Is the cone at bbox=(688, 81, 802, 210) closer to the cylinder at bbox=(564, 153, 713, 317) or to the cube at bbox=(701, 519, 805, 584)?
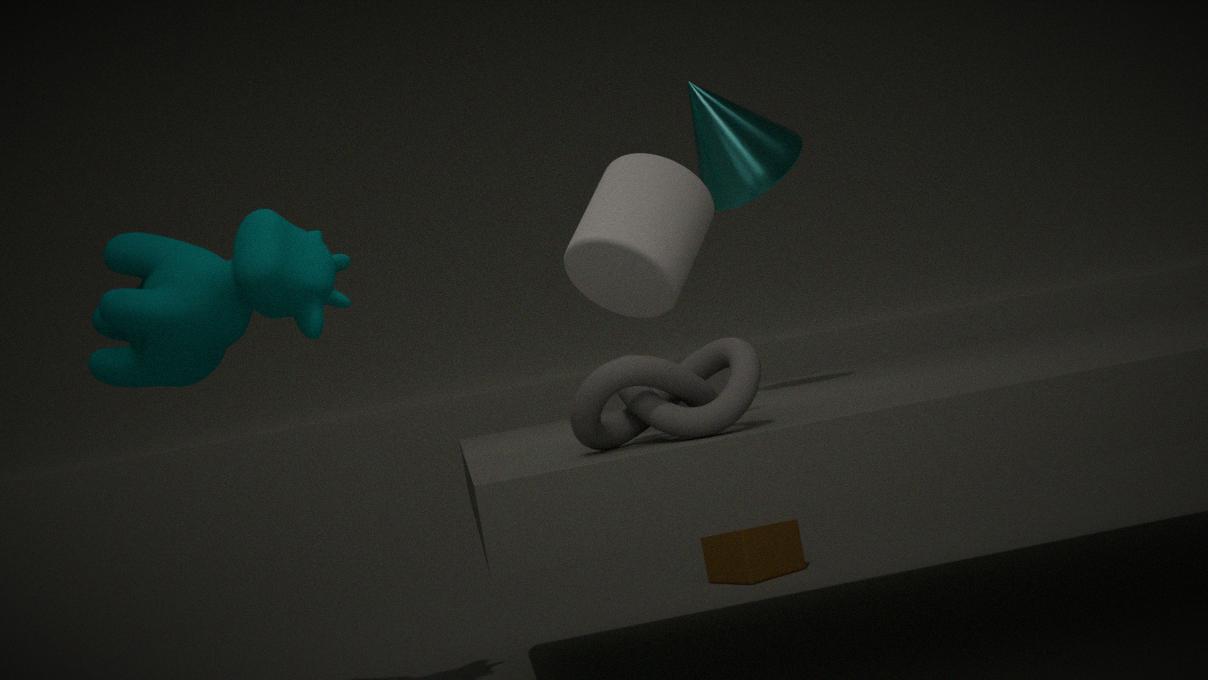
the cylinder at bbox=(564, 153, 713, 317)
